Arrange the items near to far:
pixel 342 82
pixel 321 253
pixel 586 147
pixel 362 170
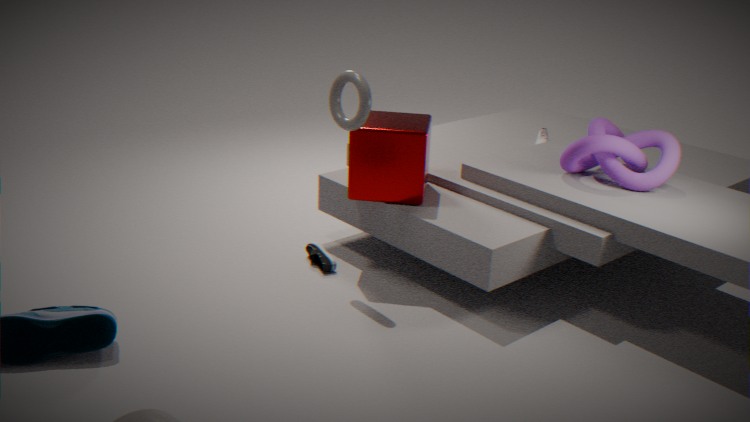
1. pixel 342 82
2. pixel 586 147
3. pixel 362 170
4. pixel 321 253
